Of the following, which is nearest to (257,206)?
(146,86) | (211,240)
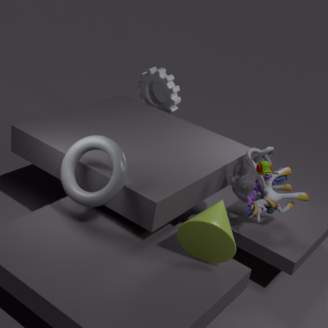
(211,240)
